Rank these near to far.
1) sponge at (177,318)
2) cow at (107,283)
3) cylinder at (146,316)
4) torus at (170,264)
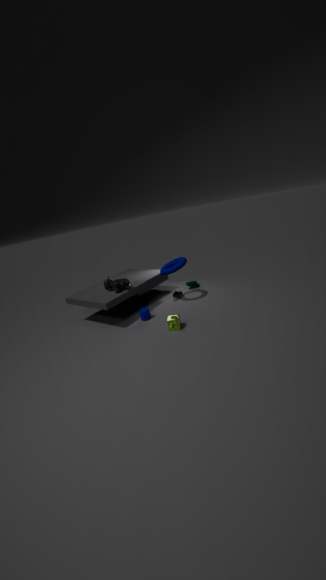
1. sponge at (177,318) → 3. cylinder at (146,316) → 2. cow at (107,283) → 4. torus at (170,264)
